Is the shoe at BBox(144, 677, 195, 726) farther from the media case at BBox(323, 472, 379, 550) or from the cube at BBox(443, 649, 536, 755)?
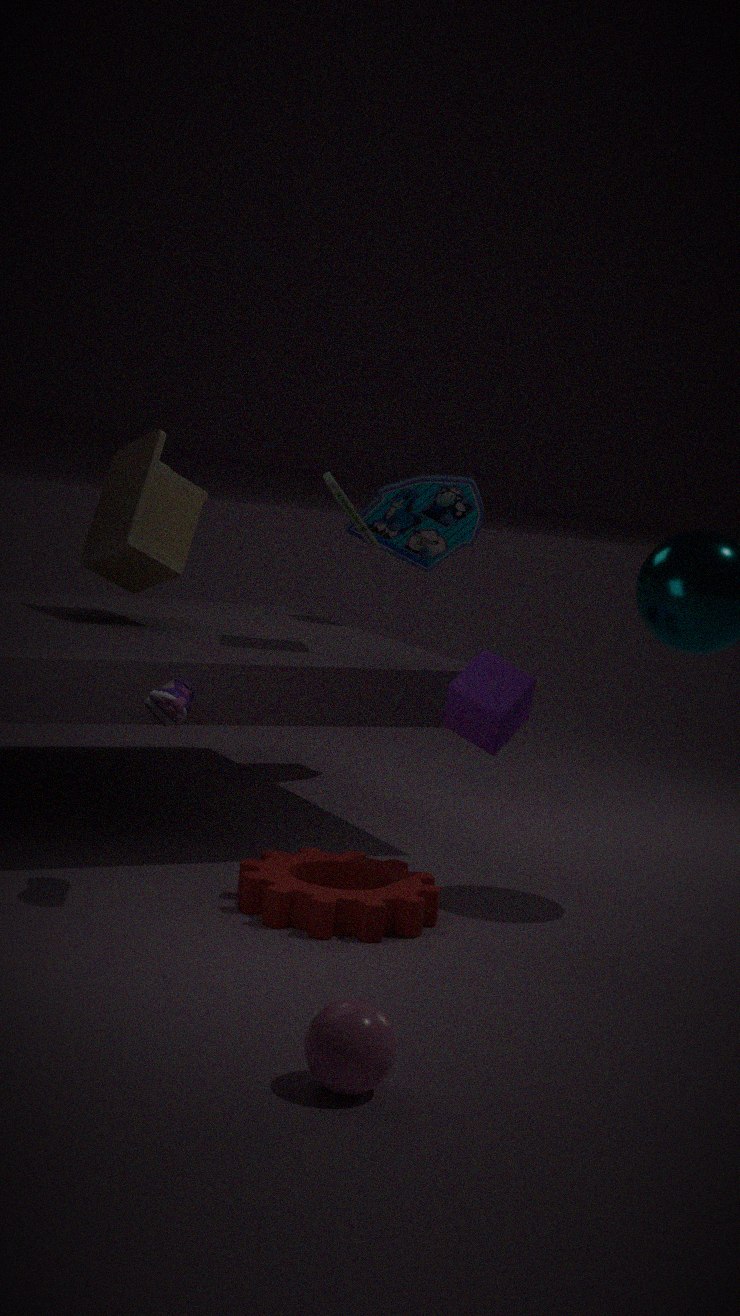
the media case at BBox(323, 472, 379, 550)
